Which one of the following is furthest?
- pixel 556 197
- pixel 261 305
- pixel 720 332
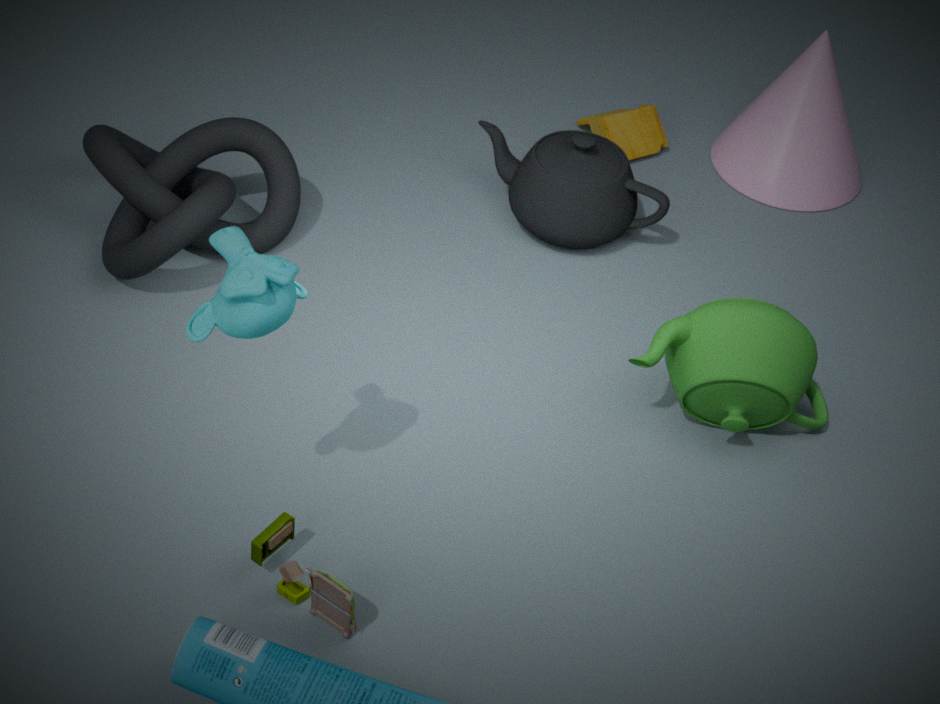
pixel 556 197
